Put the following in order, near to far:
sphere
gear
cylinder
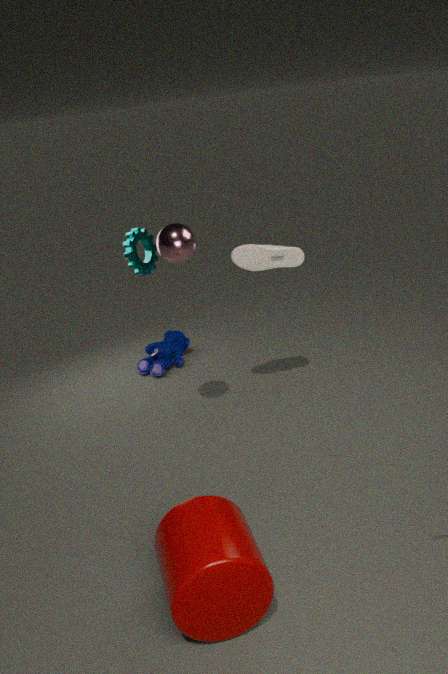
cylinder, sphere, gear
